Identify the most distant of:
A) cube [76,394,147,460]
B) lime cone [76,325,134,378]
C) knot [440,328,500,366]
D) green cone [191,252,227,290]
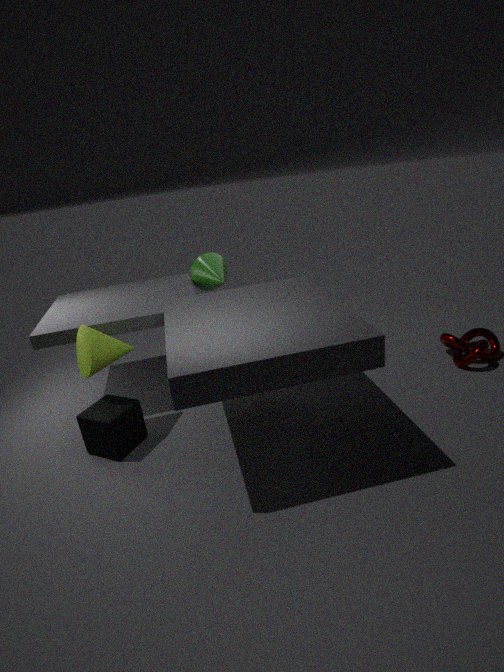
A: green cone [191,252,227,290]
